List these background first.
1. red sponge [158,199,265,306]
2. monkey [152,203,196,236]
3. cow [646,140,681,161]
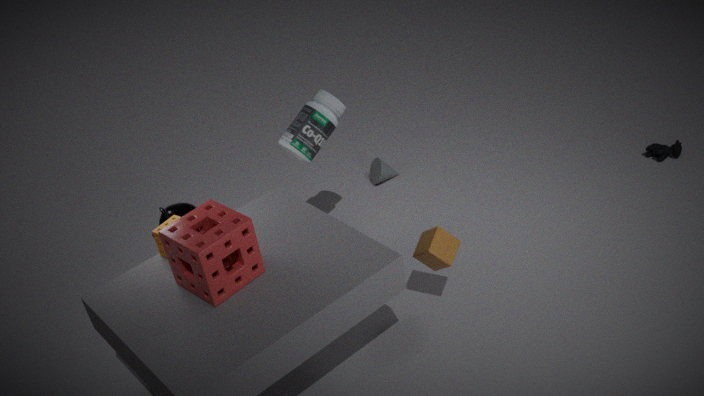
cow [646,140,681,161] → monkey [152,203,196,236] → red sponge [158,199,265,306]
